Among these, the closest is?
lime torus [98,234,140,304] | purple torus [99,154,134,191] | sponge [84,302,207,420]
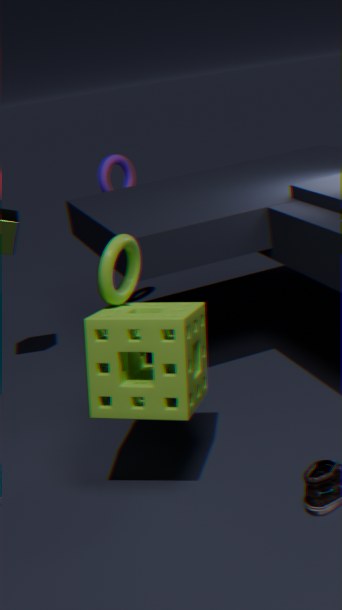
sponge [84,302,207,420]
